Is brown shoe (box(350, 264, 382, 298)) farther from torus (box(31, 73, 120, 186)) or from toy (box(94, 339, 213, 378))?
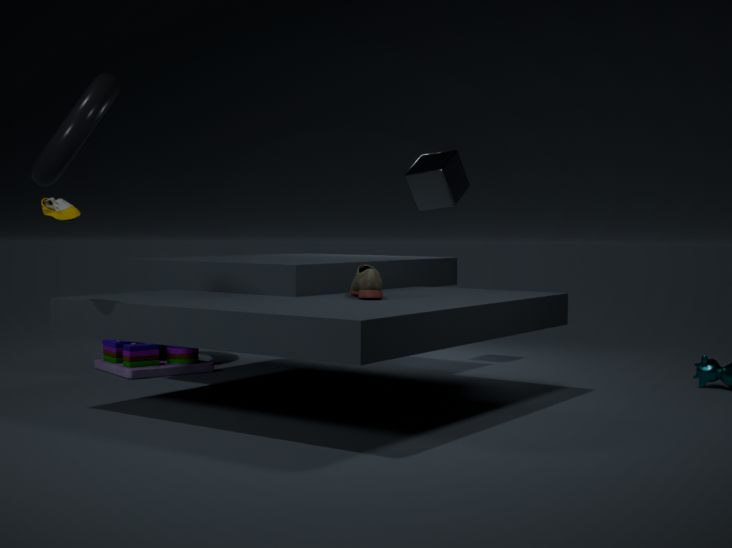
torus (box(31, 73, 120, 186))
